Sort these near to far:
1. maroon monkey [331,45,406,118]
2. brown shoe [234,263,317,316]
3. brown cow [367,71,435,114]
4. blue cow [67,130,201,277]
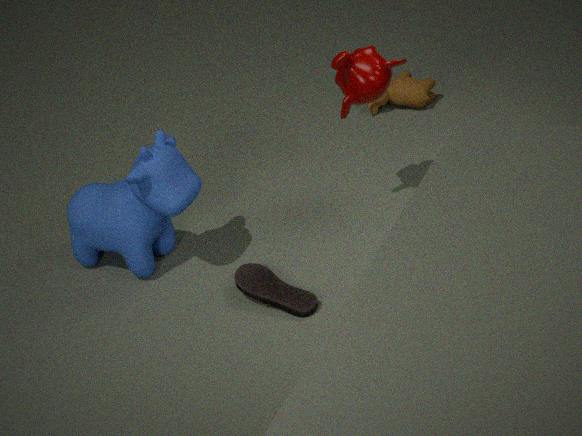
brown shoe [234,263,317,316], blue cow [67,130,201,277], maroon monkey [331,45,406,118], brown cow [367,71,435,114]
